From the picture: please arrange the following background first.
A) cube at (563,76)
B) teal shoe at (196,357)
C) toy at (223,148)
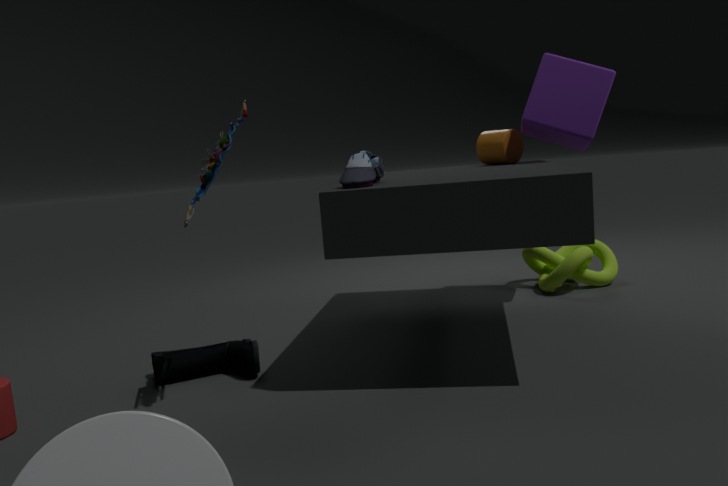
cube at (563,76) < teal shoe at (196,357) < toy at (223,148)
